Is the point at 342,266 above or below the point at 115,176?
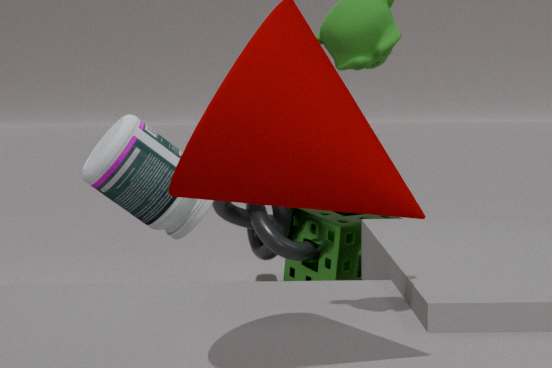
below
